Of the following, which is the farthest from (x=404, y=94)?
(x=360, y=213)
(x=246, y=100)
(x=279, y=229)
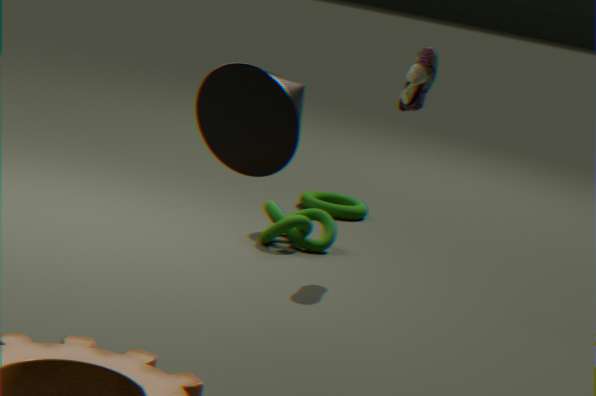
(x=246, y=100)
